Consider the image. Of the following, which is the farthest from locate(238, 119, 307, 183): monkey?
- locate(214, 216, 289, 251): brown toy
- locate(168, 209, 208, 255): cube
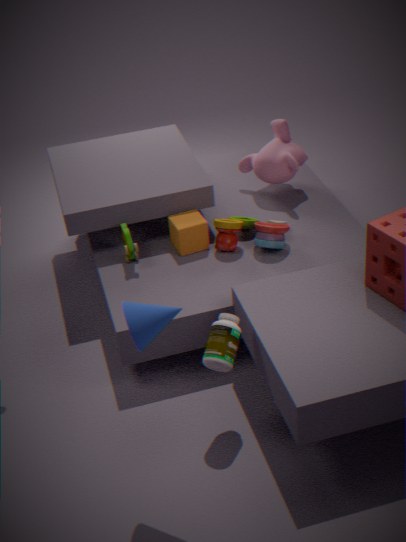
Answer: locate(168, 209, 208, 255): cube
